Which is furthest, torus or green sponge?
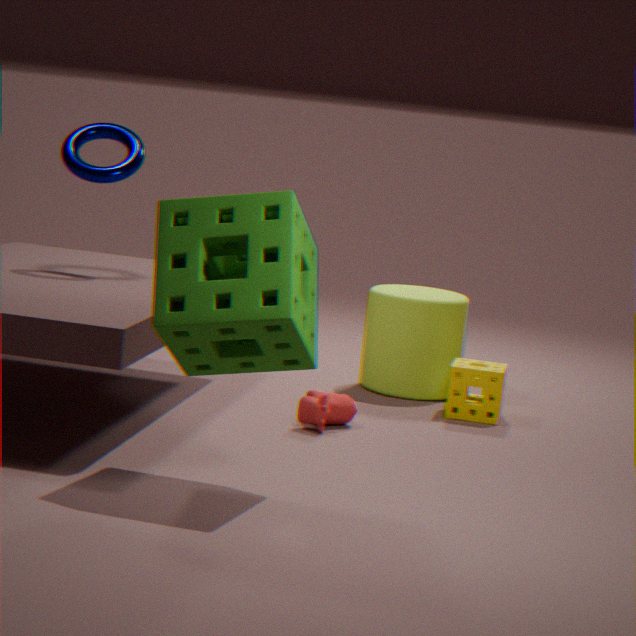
torus
